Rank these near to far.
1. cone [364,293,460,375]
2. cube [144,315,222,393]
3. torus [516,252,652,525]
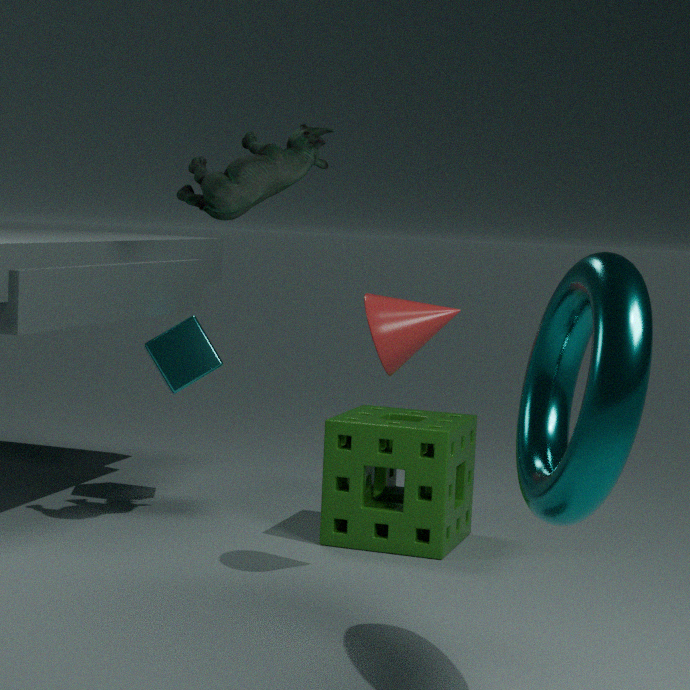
1. torus [516,252,652,525]
2. cone [364,293,460,375]
3. cube [144,315,222,393]
